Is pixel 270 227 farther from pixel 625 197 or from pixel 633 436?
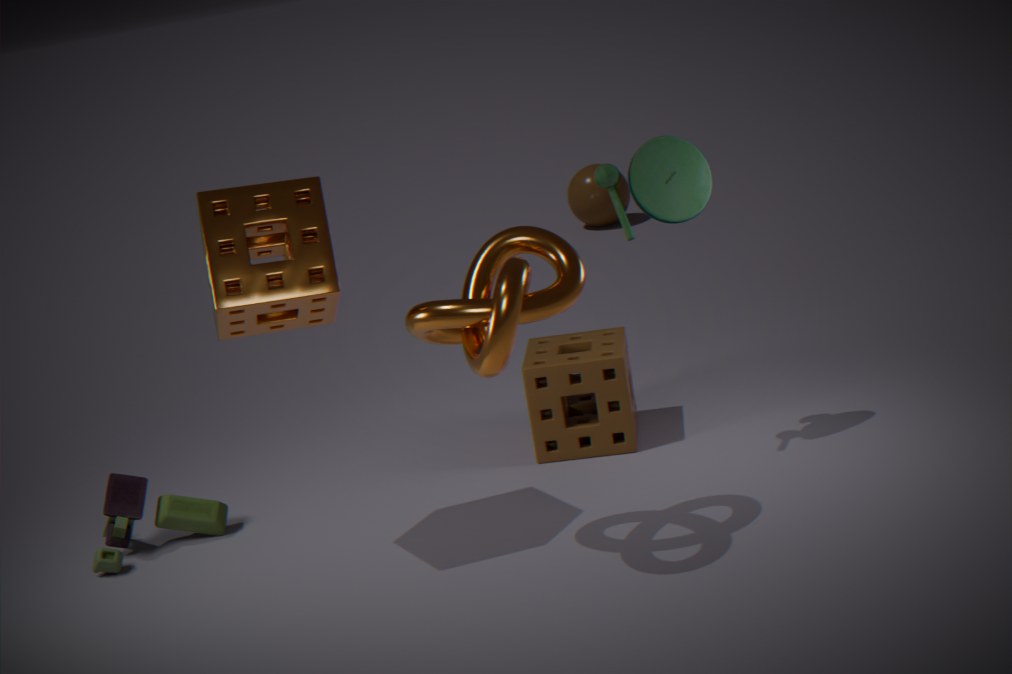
pixel 625 197
